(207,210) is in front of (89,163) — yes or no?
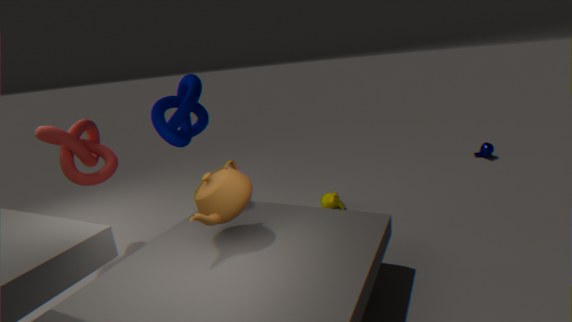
Yes
